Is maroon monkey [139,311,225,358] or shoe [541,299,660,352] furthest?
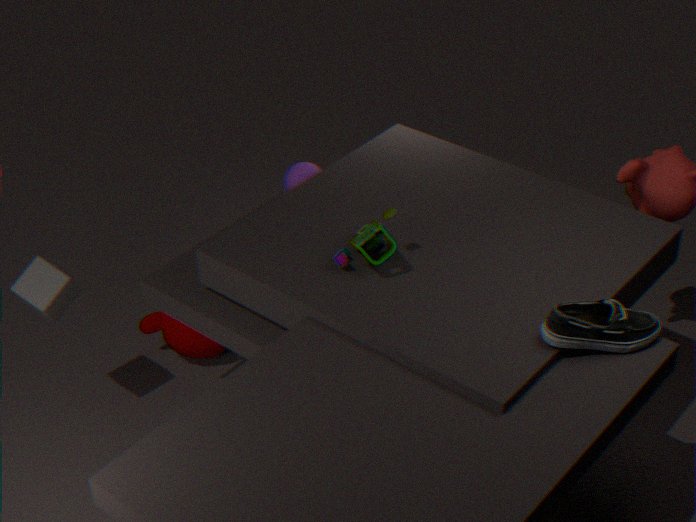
maroon monkey [139,311,225,358]
